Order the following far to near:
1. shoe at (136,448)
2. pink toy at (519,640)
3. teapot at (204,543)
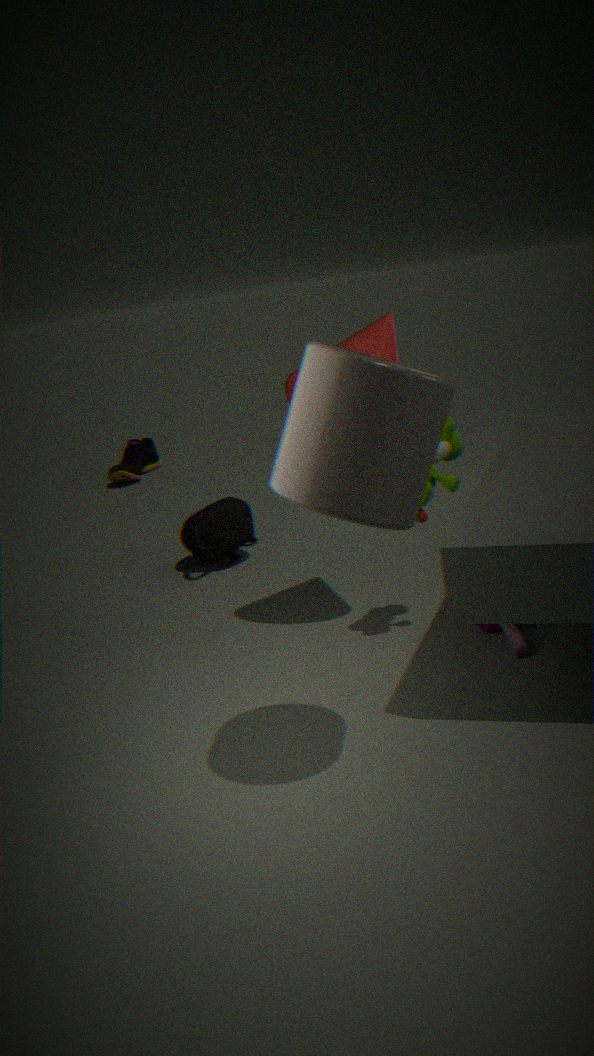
shoe at (136,448) < teapot at (204,543) < pink toy at (519,640)
